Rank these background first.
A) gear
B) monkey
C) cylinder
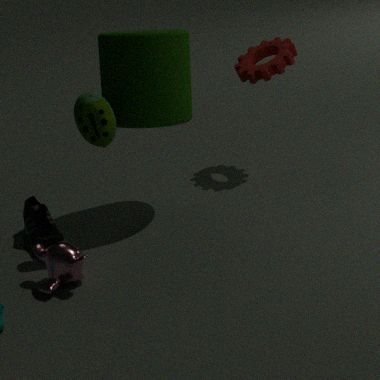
1. gear
2. cylinder
3. monkey
